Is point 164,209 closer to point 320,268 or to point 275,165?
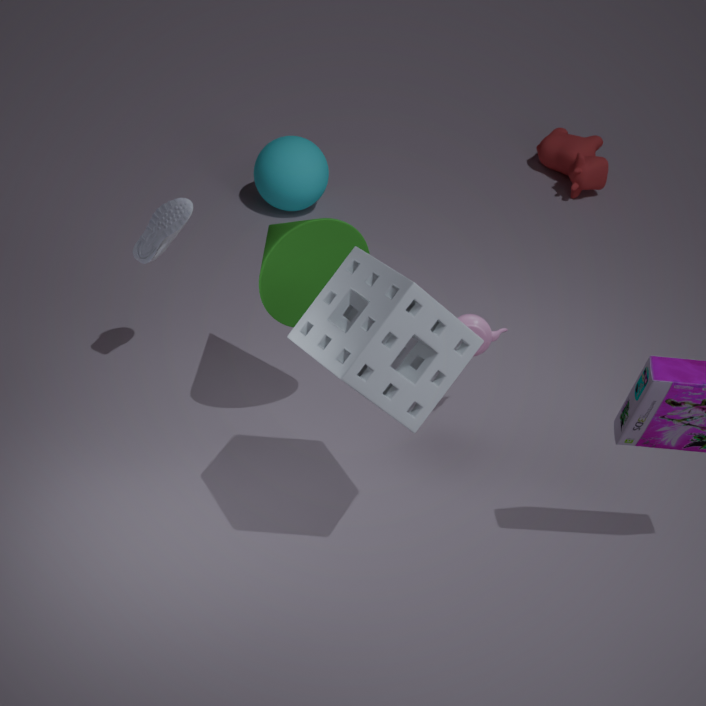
point 320,268
